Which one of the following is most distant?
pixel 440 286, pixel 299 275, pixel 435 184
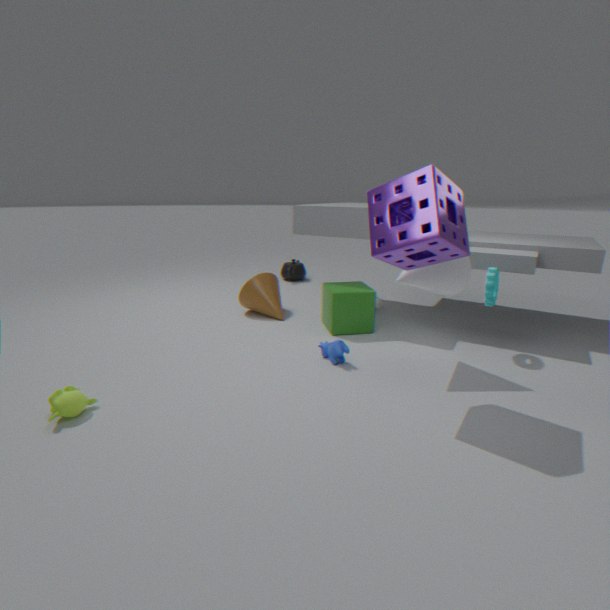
pixel 299 275
